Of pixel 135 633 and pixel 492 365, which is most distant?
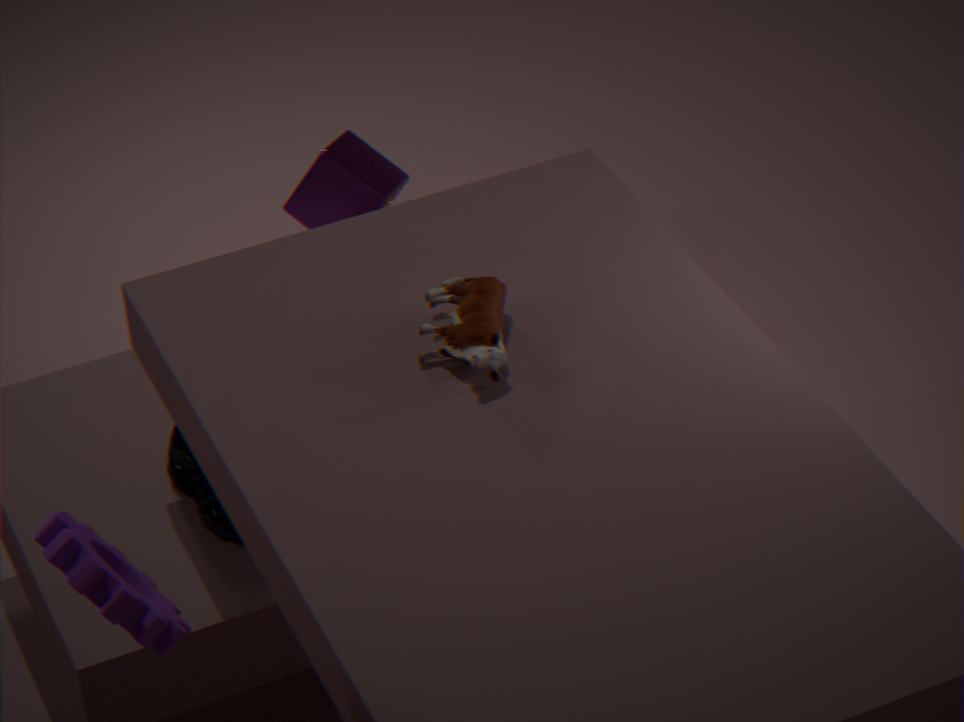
pixel 492 365
